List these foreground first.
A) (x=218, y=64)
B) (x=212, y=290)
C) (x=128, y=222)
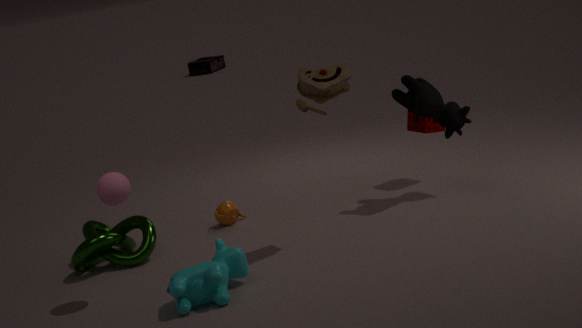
(x=212, y=290)
(x=128, y=222)
(x=218, y=64)
